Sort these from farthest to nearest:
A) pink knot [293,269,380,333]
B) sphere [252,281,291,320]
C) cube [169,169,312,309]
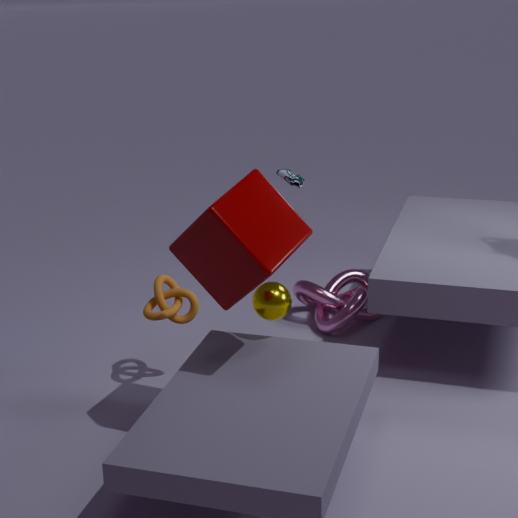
pink knot [293,269,380,333]
sphere [252,281,291,320]
cube [169,169,312,309]
